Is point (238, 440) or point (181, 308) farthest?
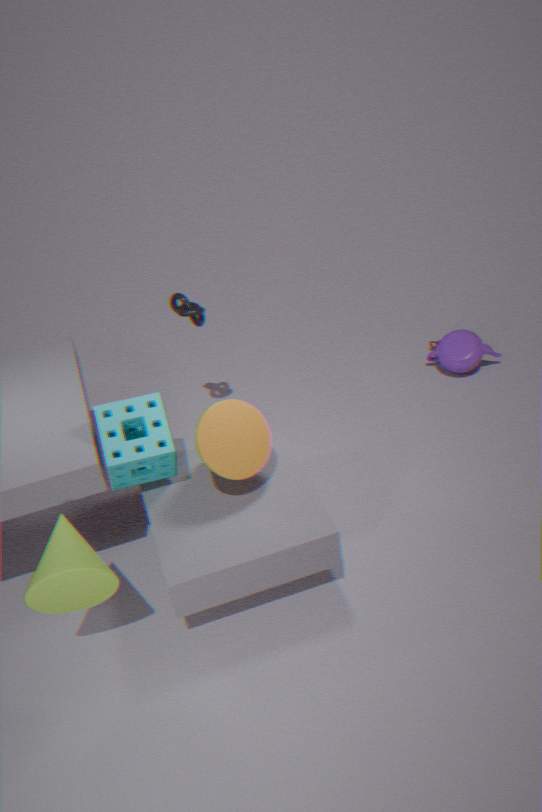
point (181, 308)
